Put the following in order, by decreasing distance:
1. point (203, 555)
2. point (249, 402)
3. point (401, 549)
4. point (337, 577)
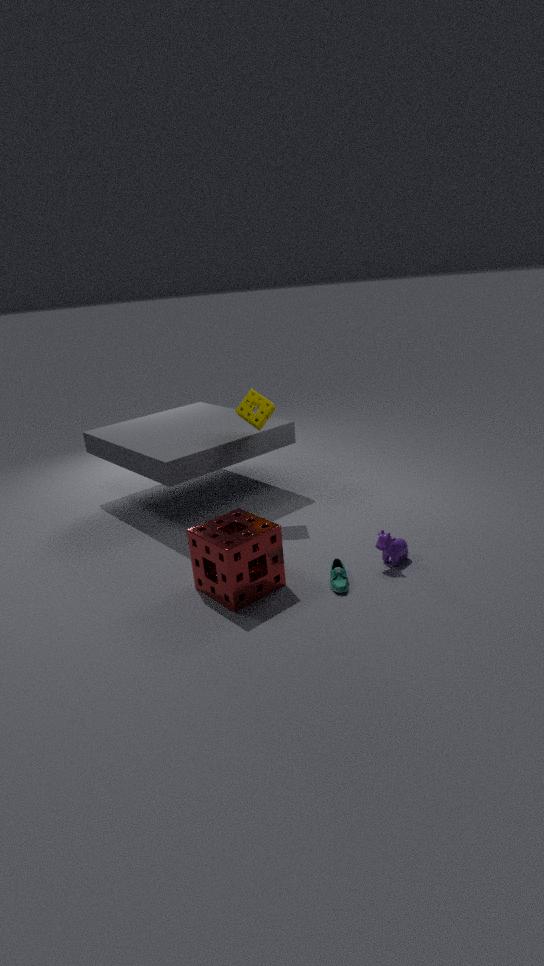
point (249, 402) < point (401, 549) < point (337, 577) < point (203, 555)
